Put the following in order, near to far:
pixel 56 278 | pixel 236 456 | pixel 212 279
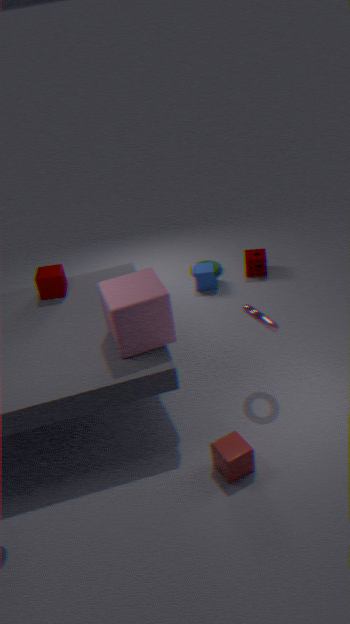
pixel 236 456, pixel 56 278, pixel 212 279
